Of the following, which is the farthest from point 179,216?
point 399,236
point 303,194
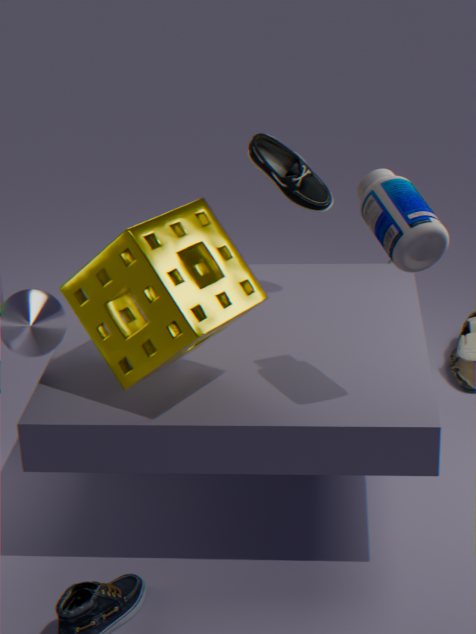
point 303,194
